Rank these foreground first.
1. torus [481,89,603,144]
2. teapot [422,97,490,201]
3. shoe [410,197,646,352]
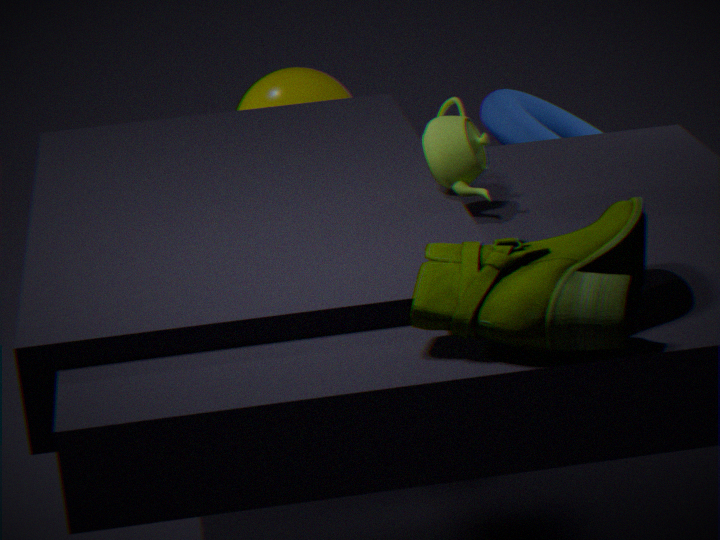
shoe [410,197,646,352] < teapot [422,97,490,201] < torus [481,89,603,144]
